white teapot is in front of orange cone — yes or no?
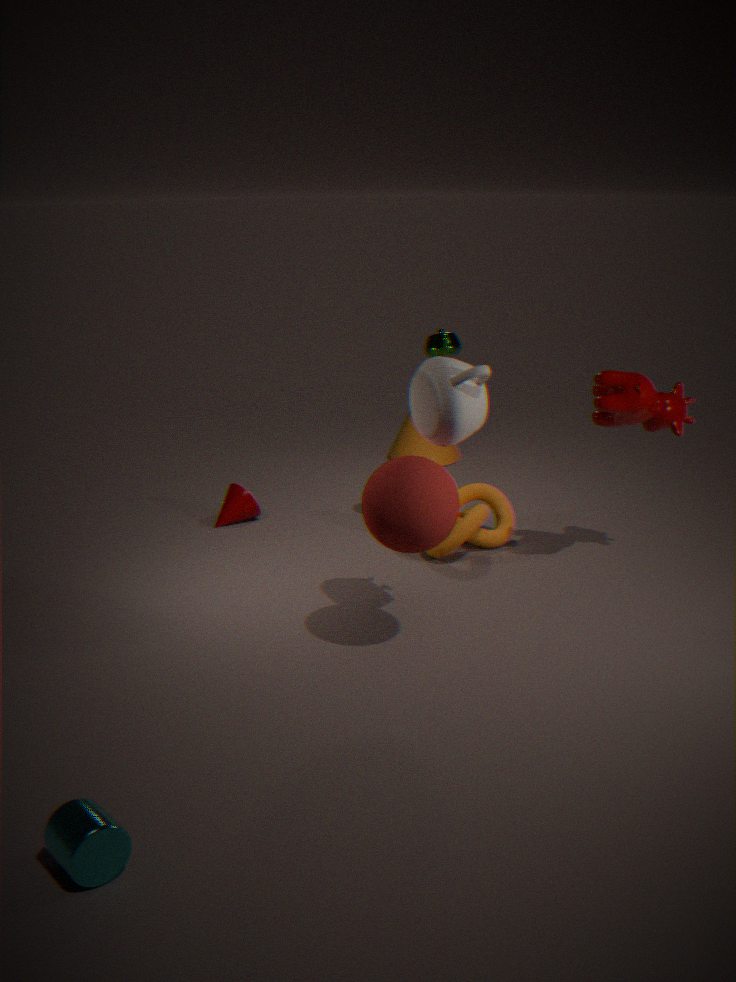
Yes
